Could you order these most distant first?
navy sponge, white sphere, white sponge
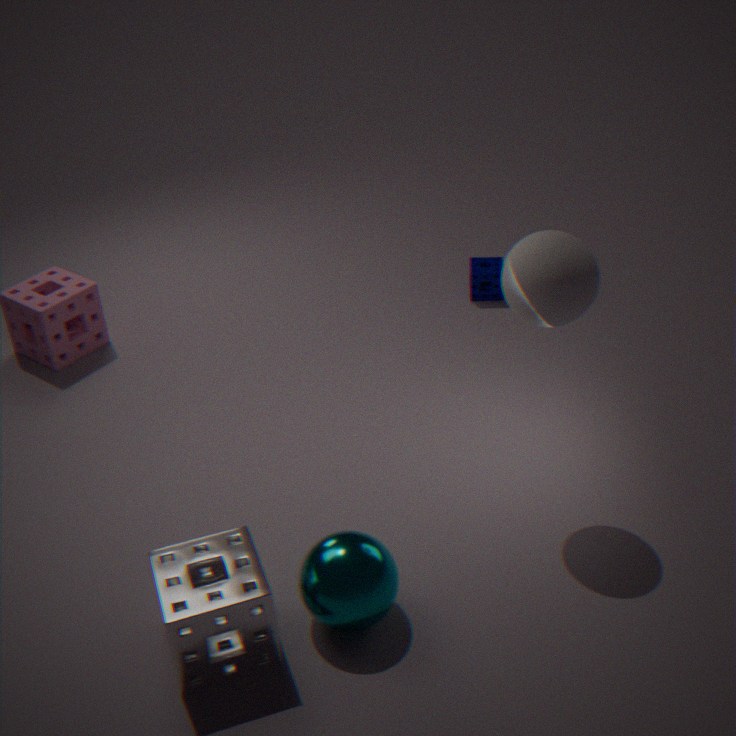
navy sponge < white sphere < white sponge
